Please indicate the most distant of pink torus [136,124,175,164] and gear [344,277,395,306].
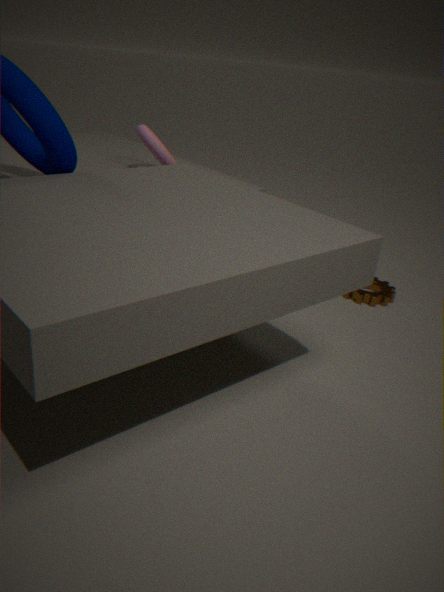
gear [344,277,395,306]
